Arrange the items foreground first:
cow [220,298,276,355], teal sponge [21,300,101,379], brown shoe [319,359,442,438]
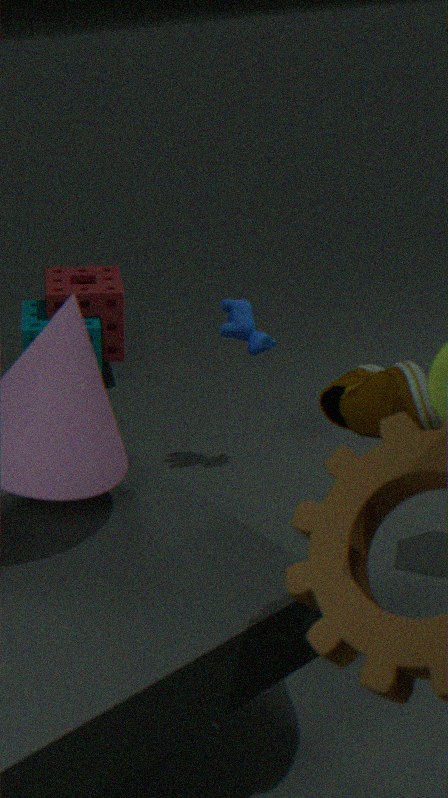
brown shoe [319,359,442,438], cow [220,298,276,355], teal sponge [21,300,101,379]
